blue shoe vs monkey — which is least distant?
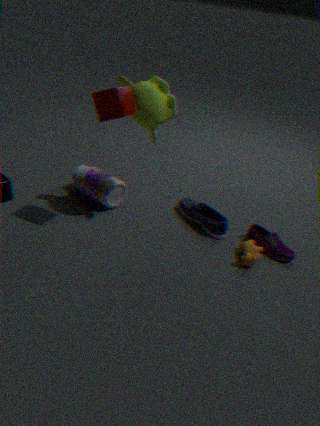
monkey
